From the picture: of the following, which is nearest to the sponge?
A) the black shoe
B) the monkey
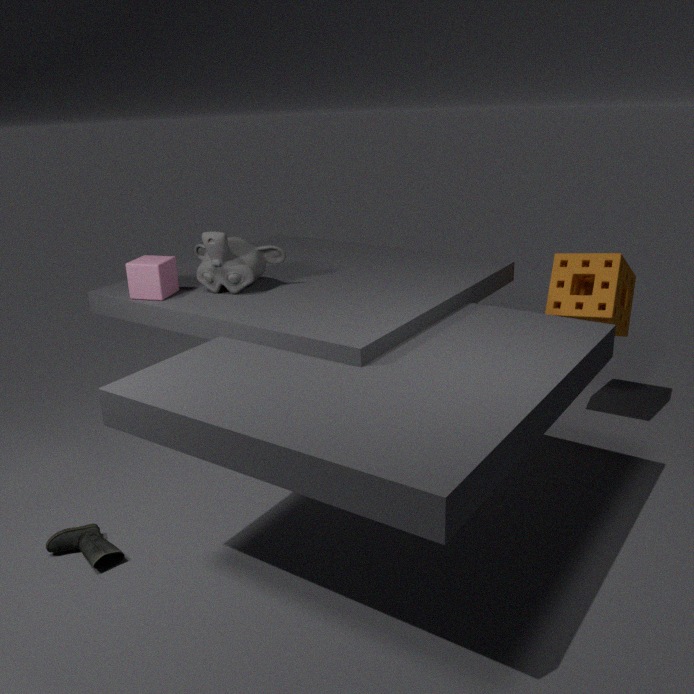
the monkey
